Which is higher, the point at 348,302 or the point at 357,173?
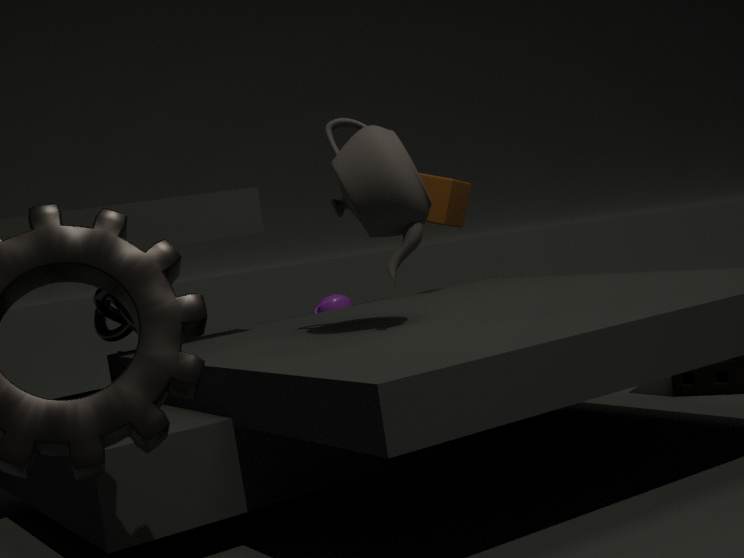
the point at 357,173
